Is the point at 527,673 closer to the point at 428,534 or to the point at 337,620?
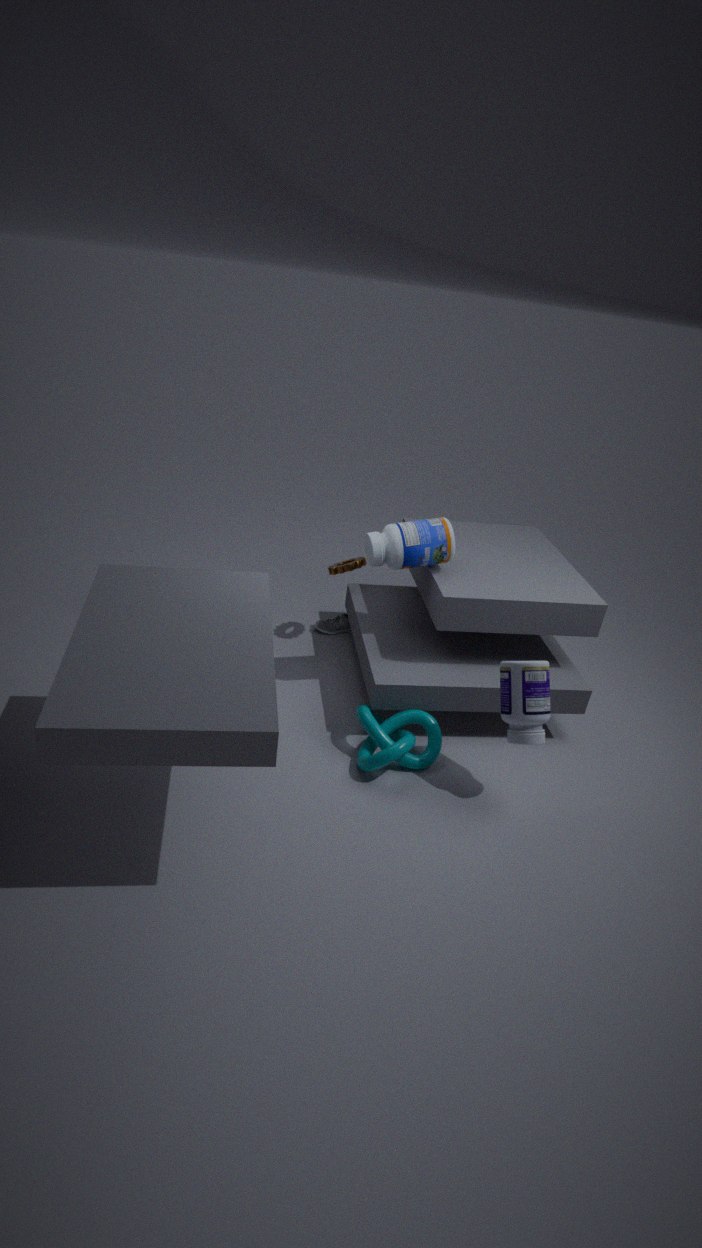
the point at 428,534
